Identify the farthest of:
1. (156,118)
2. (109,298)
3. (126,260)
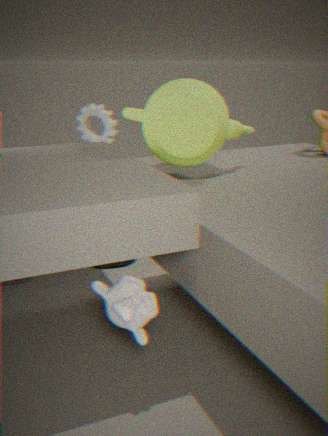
(126,260)
